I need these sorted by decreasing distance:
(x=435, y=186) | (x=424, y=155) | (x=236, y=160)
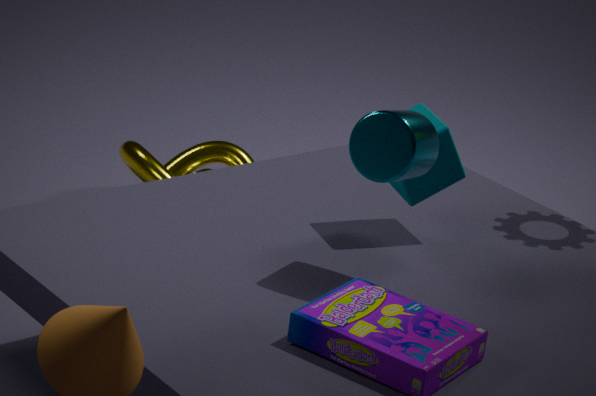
1. (x=236, y=160)
2. (x=435, y=186)
3. (x=424, y=155)
